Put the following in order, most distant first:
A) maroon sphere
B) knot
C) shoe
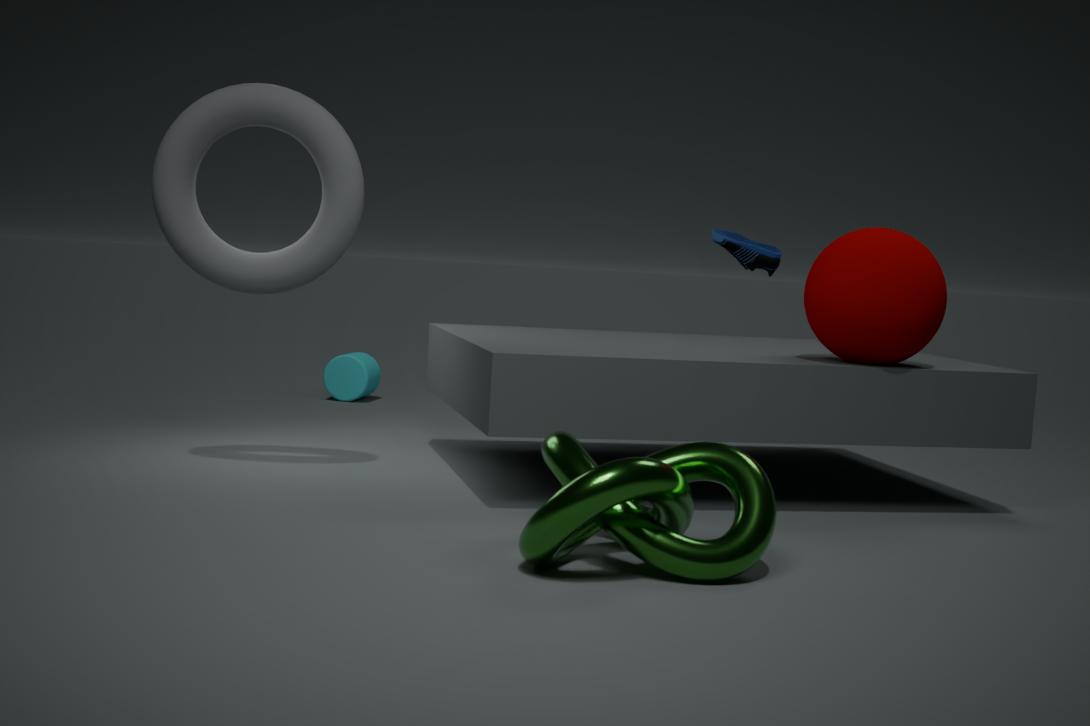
shoe < maroon sphere < knot
